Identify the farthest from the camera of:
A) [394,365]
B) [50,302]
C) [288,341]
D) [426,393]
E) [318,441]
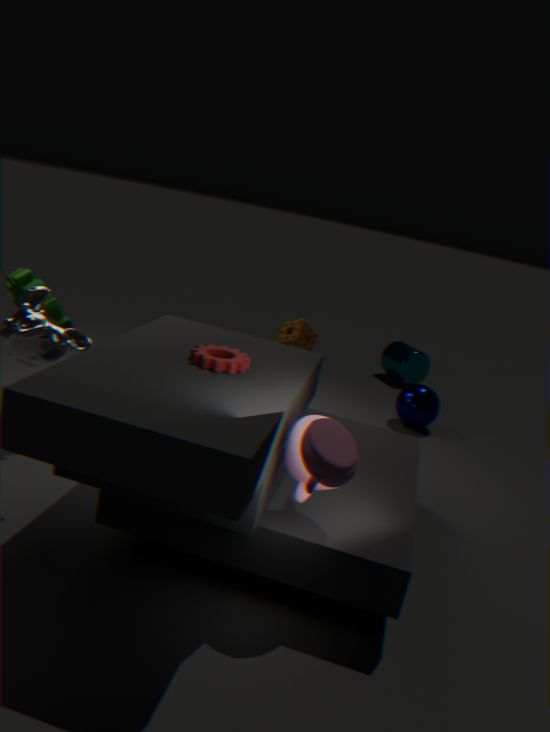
[394,365]
